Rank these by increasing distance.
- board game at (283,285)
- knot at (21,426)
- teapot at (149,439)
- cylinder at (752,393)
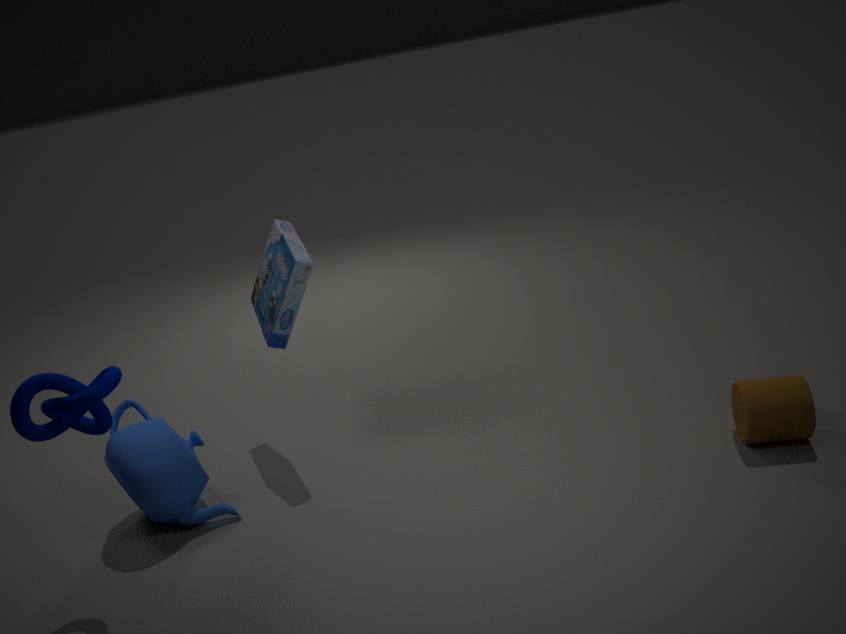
knot at (21,426), cylinder at (752,393), teapot at (149,439), board game at (283,285)
